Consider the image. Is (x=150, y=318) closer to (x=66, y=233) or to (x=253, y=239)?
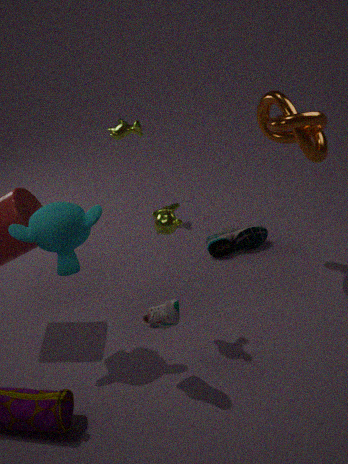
(x=66, y=233)
